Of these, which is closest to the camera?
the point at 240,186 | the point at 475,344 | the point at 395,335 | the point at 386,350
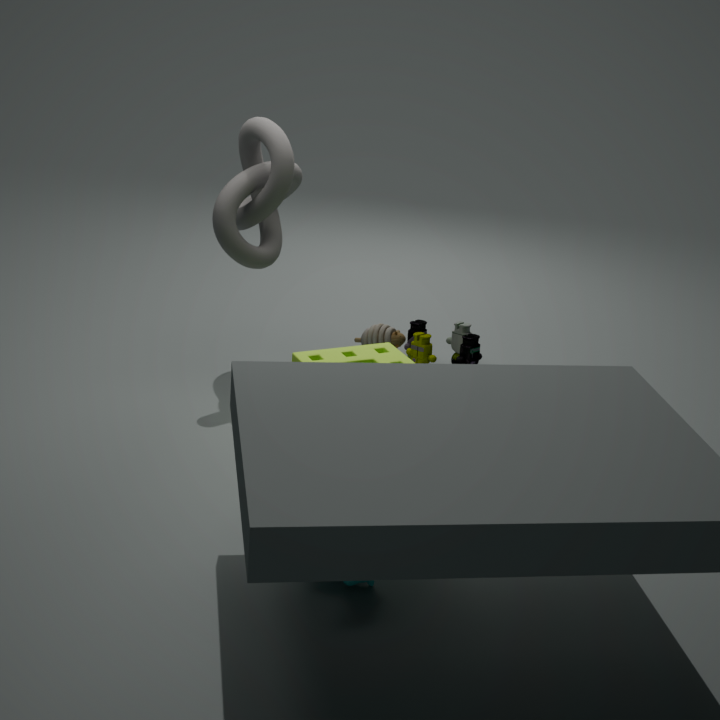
the point at 386,350
